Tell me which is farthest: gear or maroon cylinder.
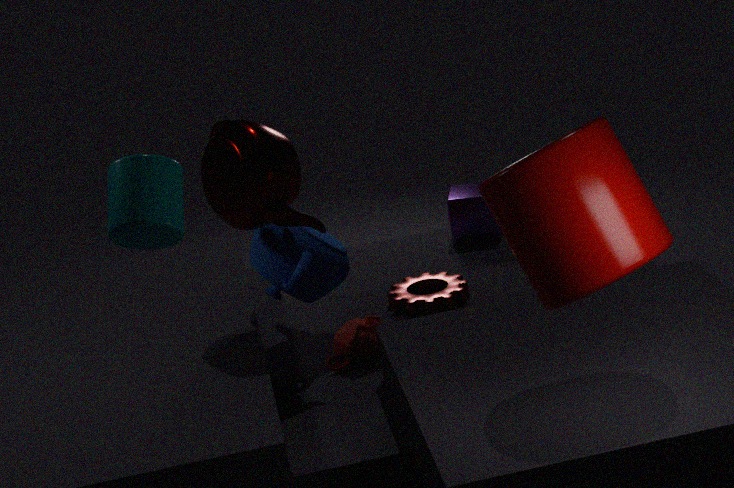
gear
